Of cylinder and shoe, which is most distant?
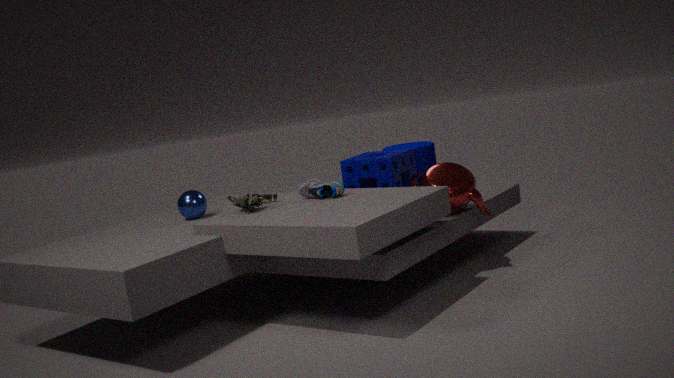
cylinder
